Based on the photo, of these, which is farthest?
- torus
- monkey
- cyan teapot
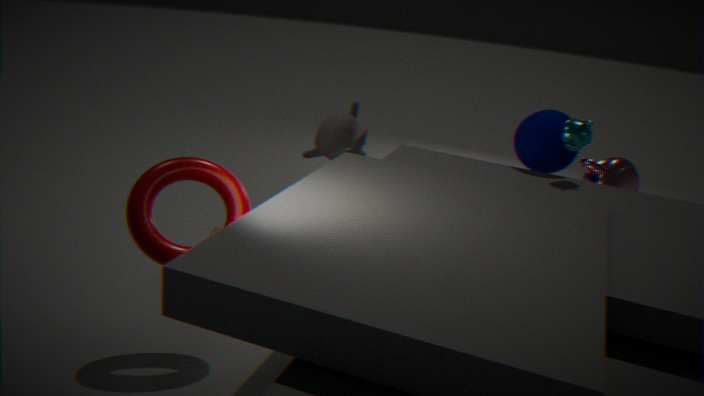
monkey
